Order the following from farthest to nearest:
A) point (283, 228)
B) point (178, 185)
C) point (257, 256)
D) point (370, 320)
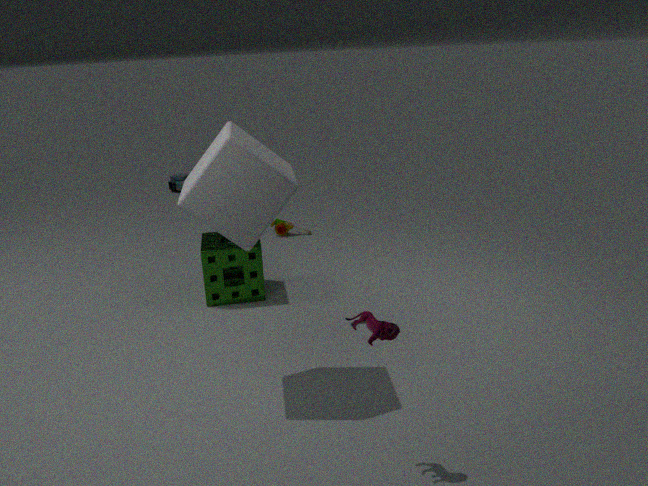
point (178, 185) → point (283, 228) → point (257, 256) → point (370, 320)
